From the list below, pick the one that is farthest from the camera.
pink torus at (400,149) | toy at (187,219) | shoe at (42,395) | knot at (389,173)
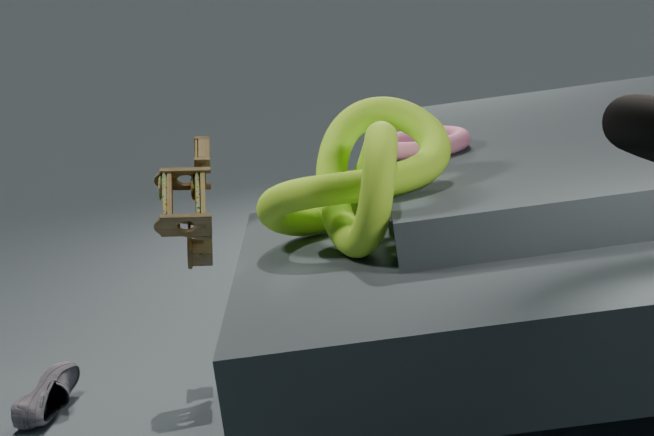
pink torus at (400,149)
